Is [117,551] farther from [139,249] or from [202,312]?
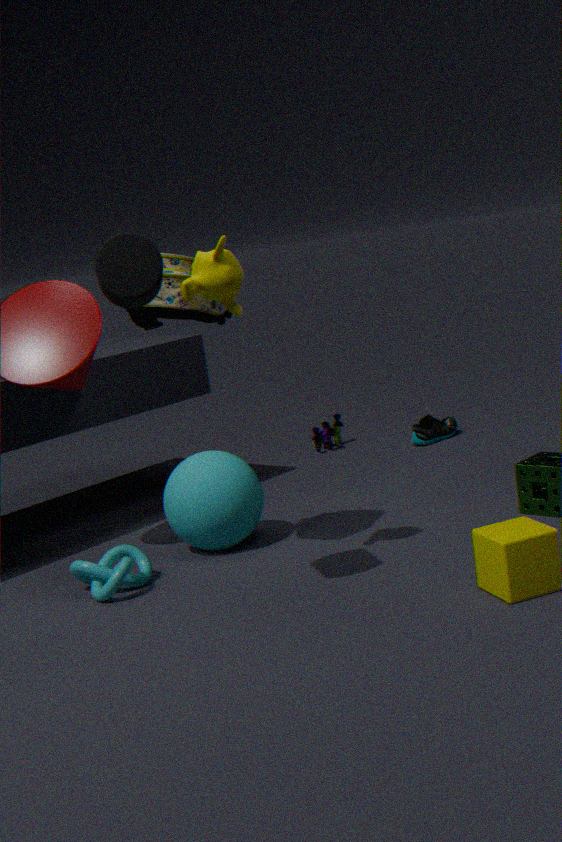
[139,249]
